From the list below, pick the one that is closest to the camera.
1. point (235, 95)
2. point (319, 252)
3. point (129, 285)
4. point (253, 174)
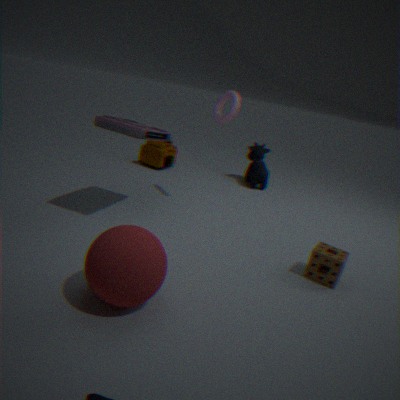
point (129, 285)
